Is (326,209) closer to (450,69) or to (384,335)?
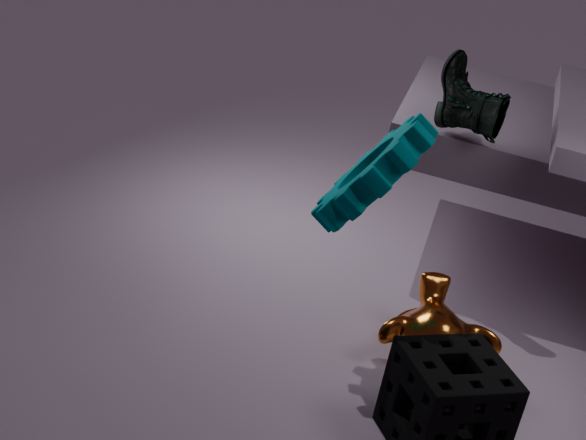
(384,335)
